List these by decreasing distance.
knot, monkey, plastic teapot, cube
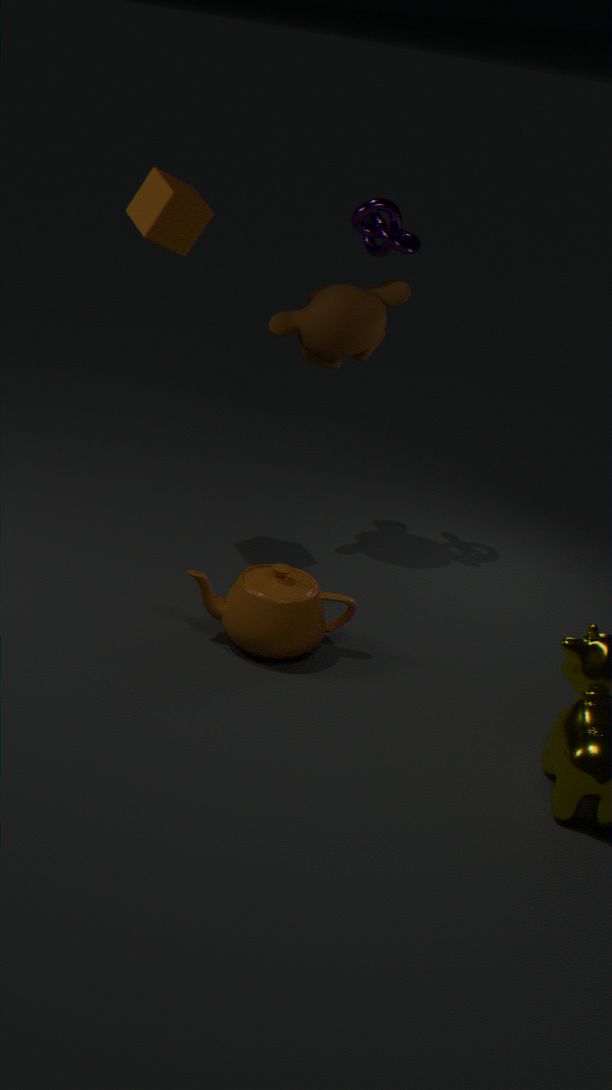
knot < monkey < cube < plastic teapot
